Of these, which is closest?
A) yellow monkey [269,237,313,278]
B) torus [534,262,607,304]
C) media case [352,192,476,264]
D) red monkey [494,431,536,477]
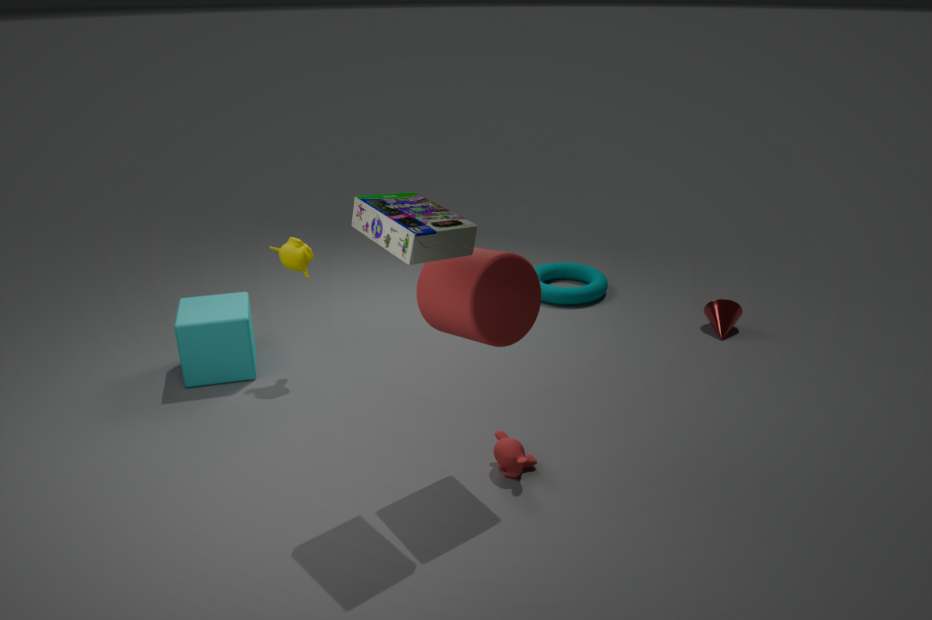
media case [352,192,476,264]
